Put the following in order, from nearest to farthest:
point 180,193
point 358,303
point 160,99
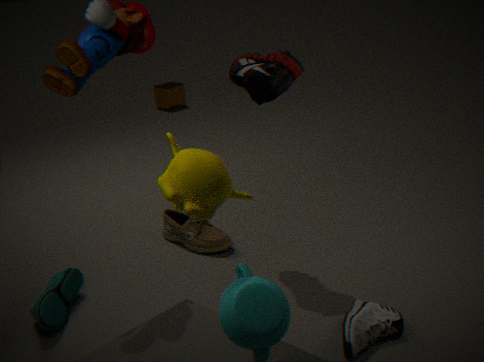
point 180,193
point 358,303
point 160,99
